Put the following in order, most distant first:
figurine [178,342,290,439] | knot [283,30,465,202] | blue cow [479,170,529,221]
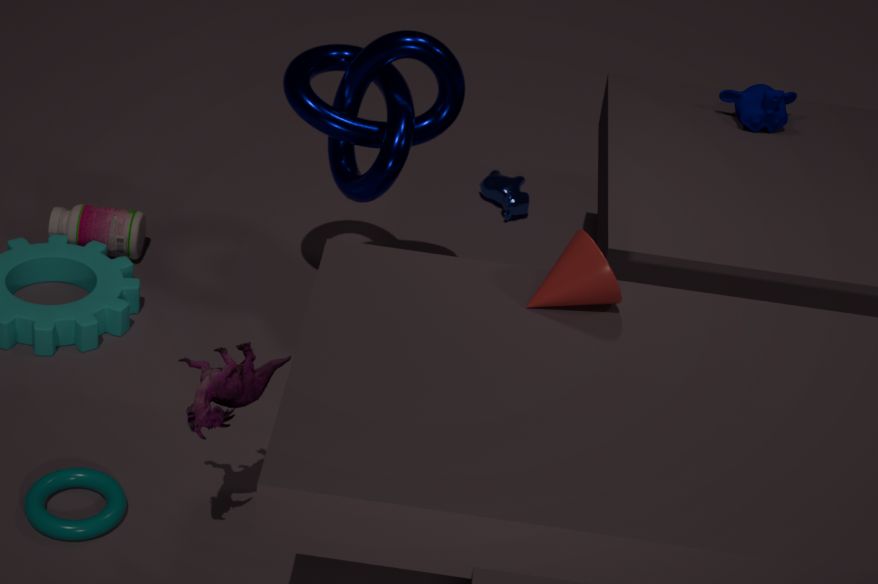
blue cow [479,170,529,221], knot [283,30,465,202], figurine [178,342,290,439]
